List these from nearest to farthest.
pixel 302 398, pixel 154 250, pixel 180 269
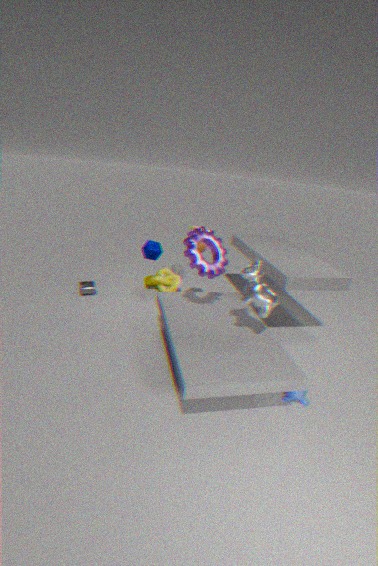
pixel 302 398
pixel 154 250
pixel 180 269
